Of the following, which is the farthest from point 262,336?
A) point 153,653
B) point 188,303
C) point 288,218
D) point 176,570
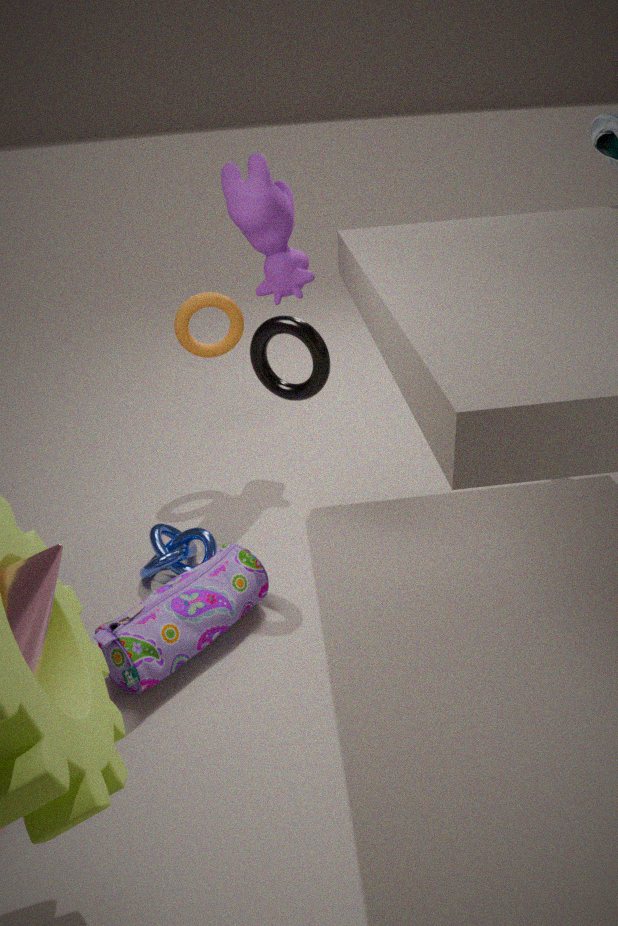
point 153,653
